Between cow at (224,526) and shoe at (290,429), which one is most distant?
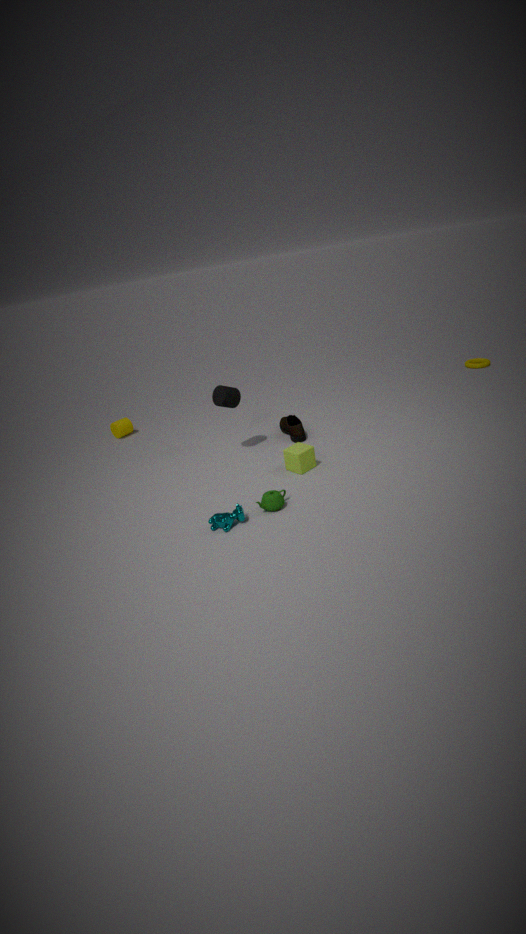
shoe at (290,429)
